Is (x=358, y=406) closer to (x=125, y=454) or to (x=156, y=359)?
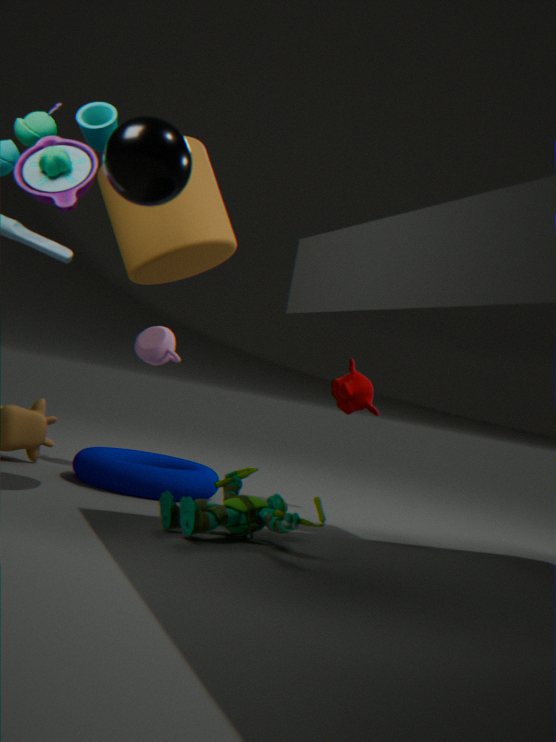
(x=156, y=359)
